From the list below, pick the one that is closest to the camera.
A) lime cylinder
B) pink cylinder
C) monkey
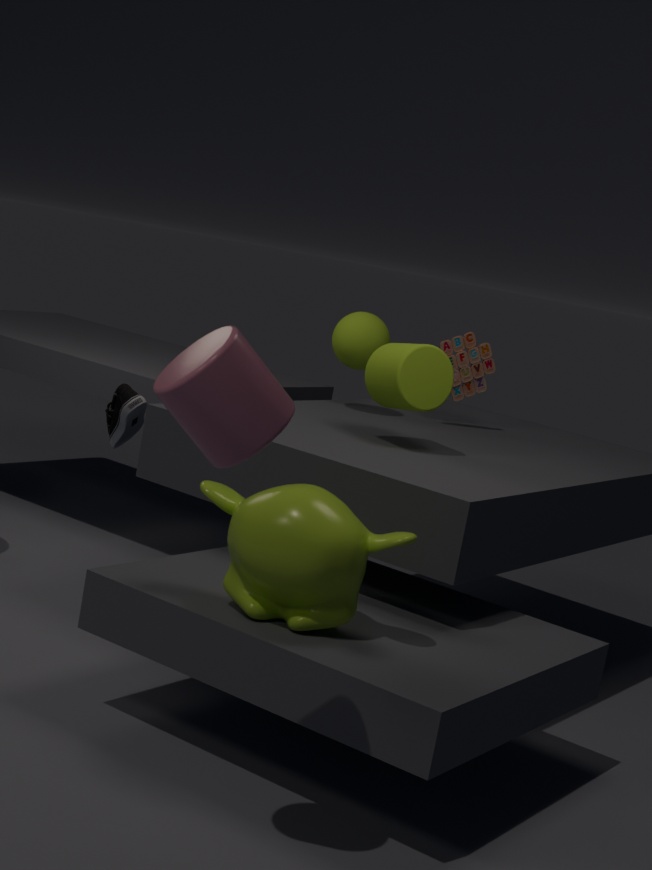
pink cylinder
